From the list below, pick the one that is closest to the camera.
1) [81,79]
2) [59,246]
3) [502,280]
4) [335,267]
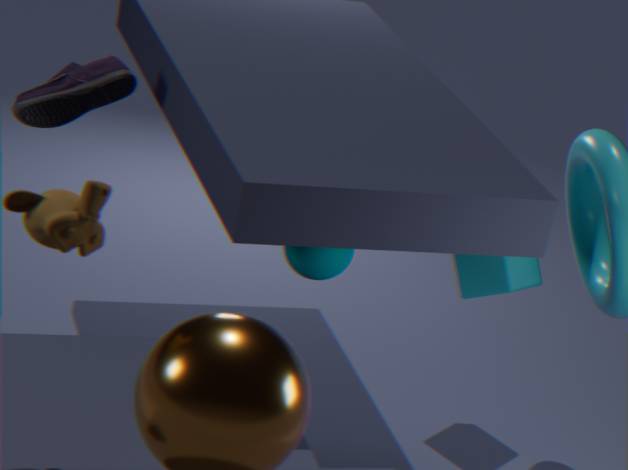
2. [59,246]
